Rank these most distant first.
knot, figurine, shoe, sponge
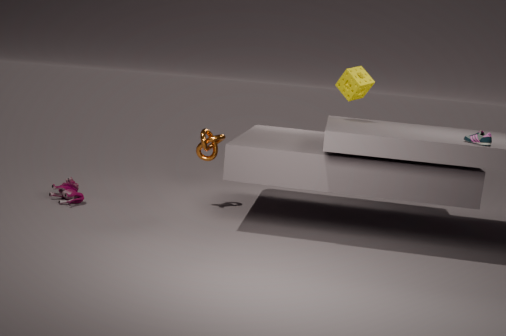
knot → figurine → sponge → shoe
